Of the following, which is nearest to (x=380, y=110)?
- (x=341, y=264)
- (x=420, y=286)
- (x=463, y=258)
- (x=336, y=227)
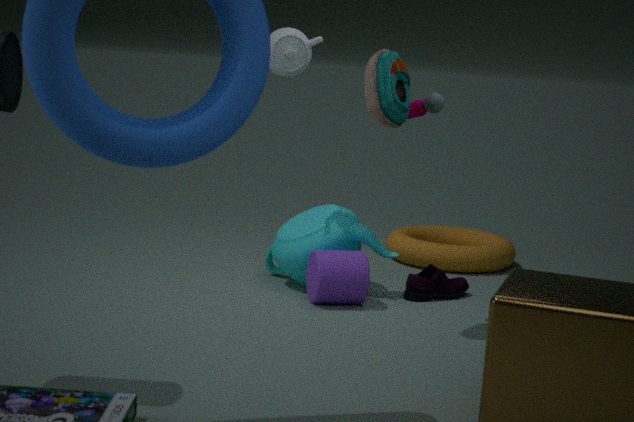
(x=341, y=264)
